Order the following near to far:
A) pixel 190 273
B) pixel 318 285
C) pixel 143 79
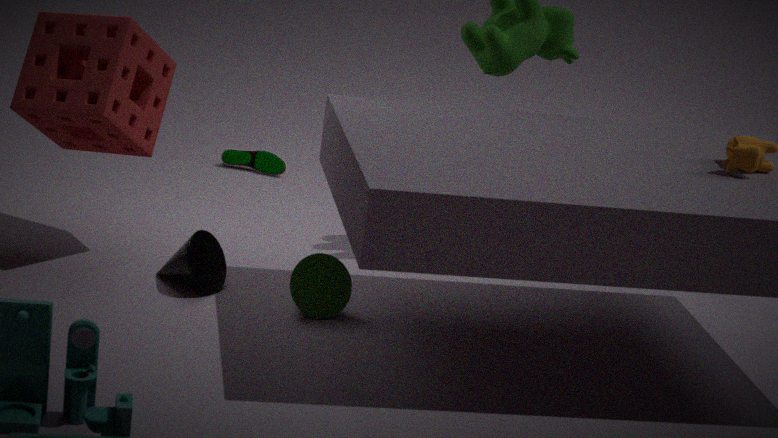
A. pixel 190 273 → B. pixel 318 285 → C. pixel 143 79
